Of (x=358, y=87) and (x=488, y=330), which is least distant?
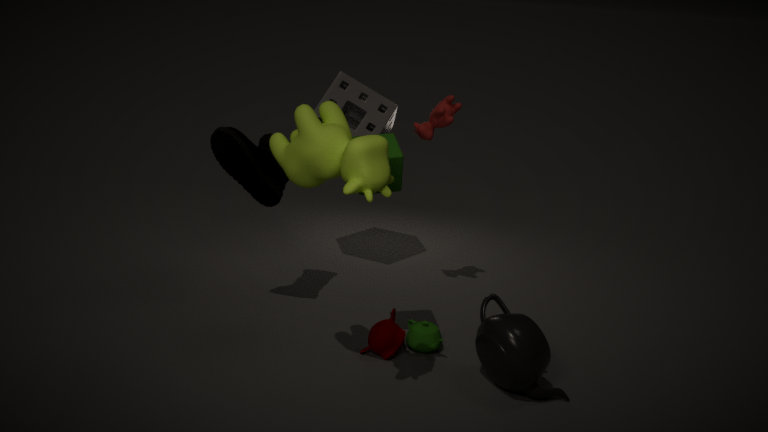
(x=488, y=330)
